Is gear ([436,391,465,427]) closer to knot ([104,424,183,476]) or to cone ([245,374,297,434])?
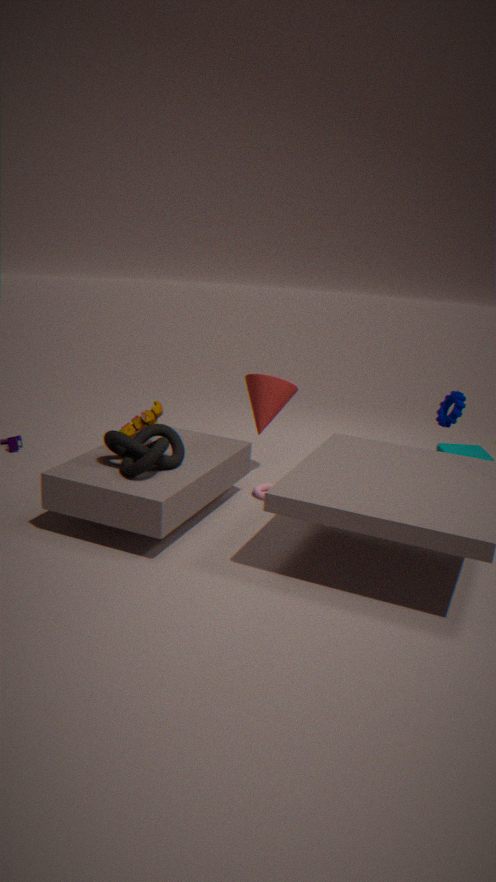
cone ([245,374,297,434])
